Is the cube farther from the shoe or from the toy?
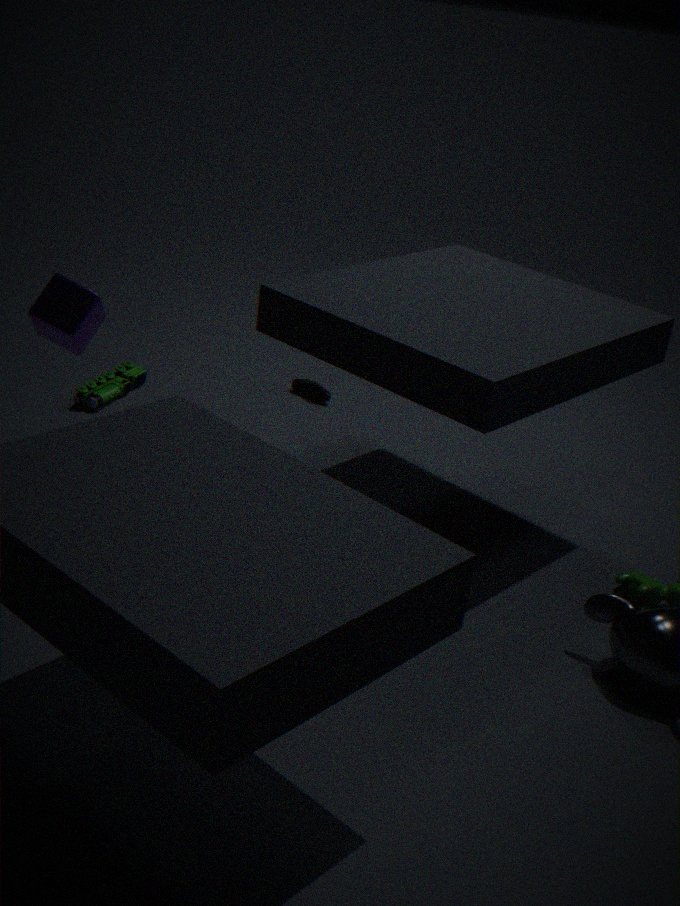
the shoe
